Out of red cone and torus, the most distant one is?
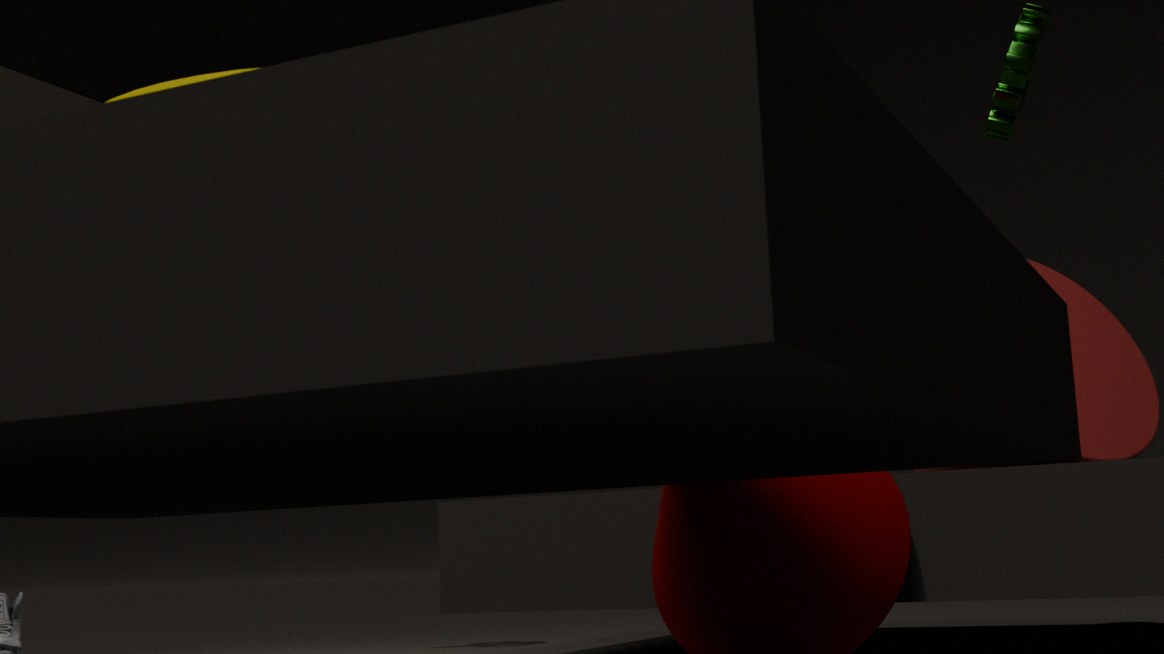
red cone
